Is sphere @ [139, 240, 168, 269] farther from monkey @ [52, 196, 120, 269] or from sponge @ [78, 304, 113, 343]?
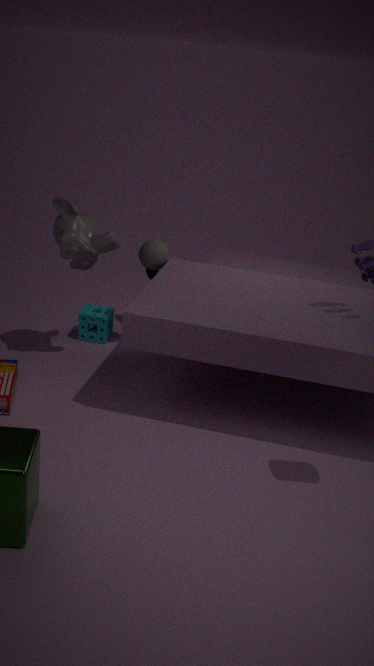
sponge @ [78, 304, 113, 343]
